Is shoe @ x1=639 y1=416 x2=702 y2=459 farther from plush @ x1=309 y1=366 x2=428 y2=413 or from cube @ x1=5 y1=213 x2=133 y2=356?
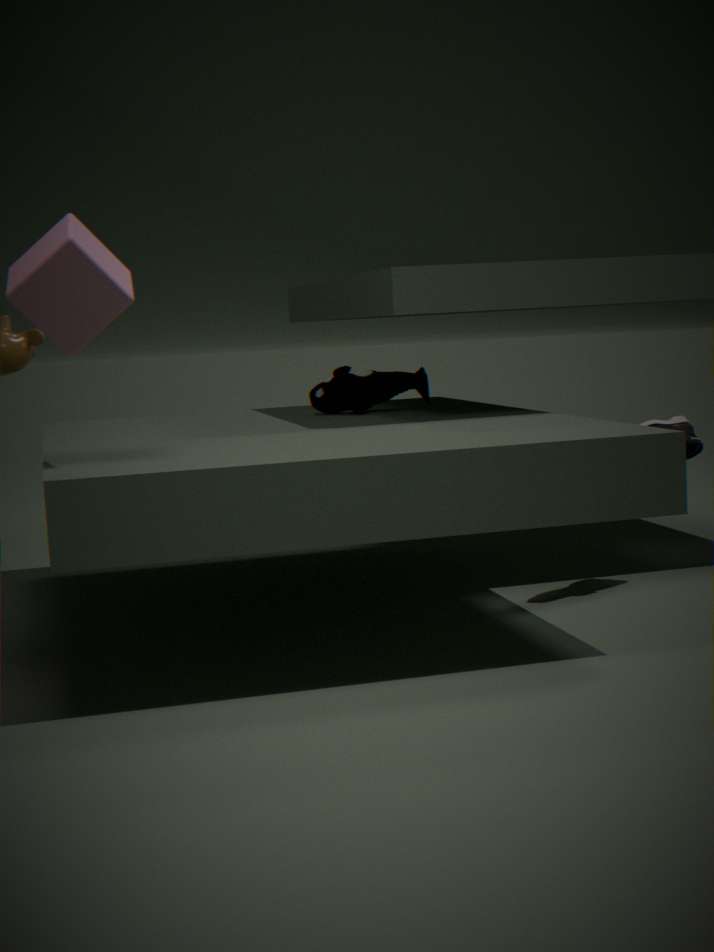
cube @ x1=5 y1=213 x2=133 y2=356
